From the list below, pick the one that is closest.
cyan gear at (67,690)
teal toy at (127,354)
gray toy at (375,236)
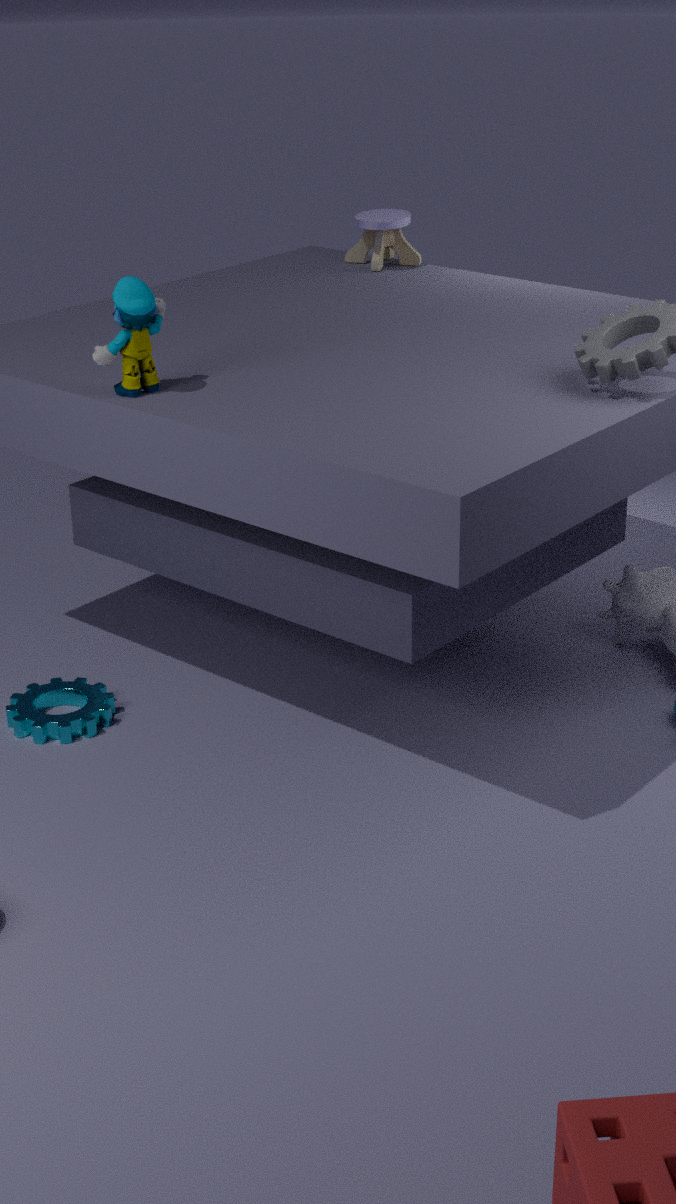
teal toy at (127,354)
